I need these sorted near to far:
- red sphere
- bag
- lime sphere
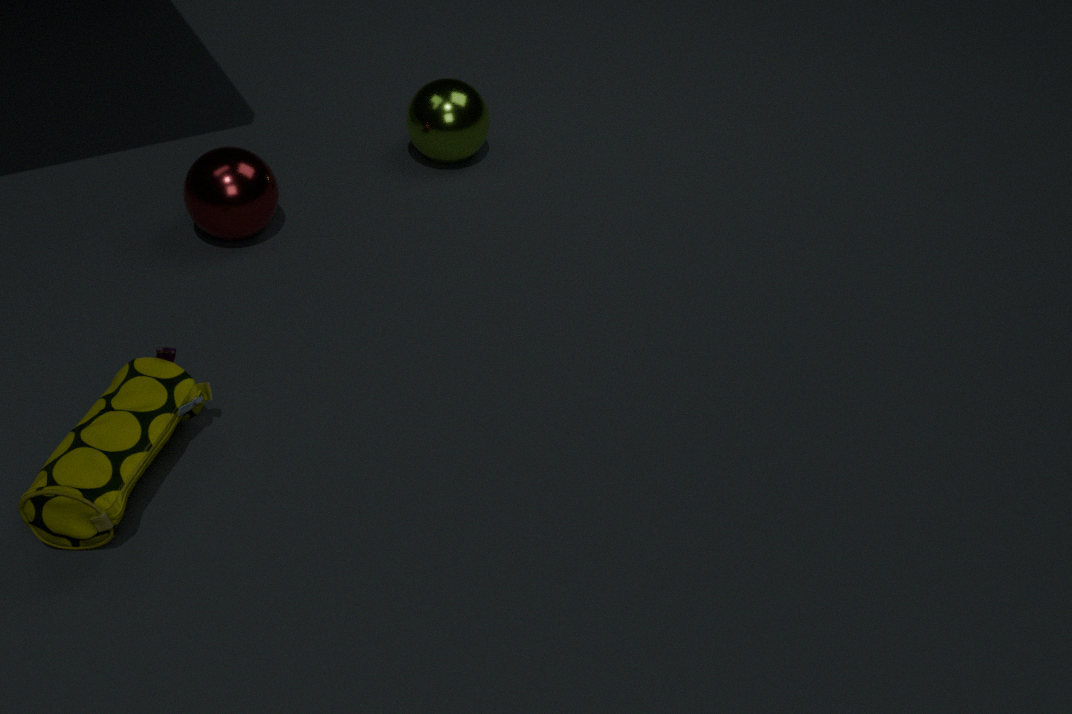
1. bag
2. red sphere
3. lime sphere
